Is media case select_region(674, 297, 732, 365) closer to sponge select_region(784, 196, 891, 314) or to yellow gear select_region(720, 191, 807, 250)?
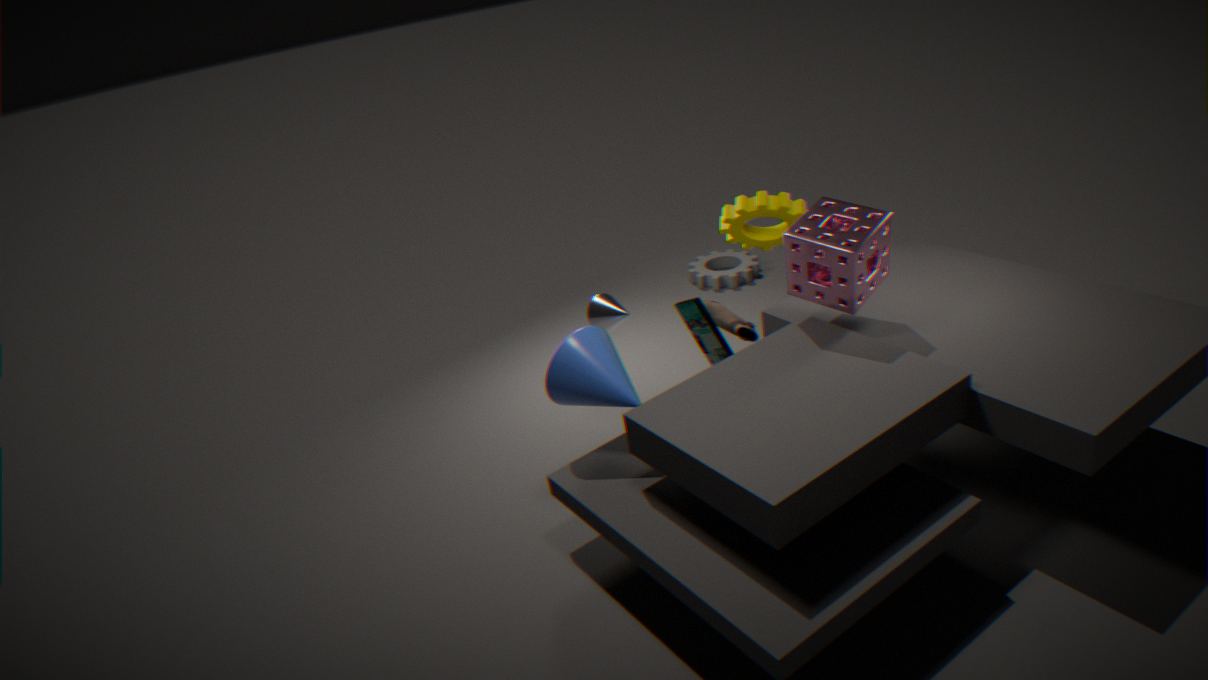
sponge select_region(784, 196, 891, 314)
